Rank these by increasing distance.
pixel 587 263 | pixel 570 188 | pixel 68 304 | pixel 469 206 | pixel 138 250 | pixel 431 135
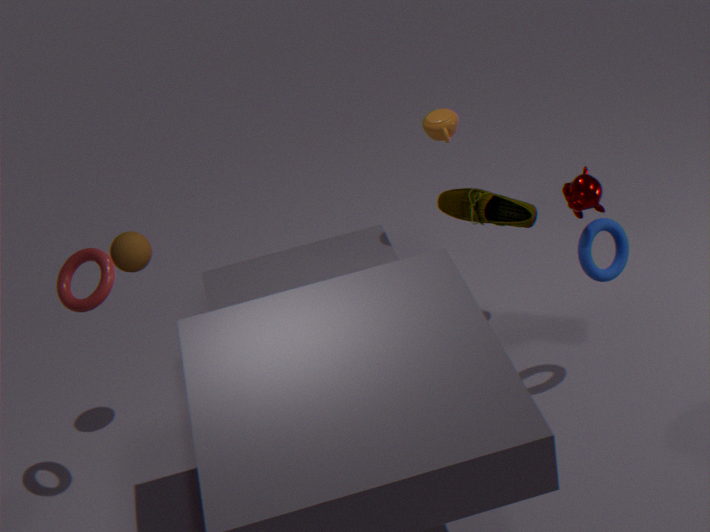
pixel 68 304, pixel 570 188, pixel 587 263, pixel 138 250, pixel 431 135, pixel 469 206
